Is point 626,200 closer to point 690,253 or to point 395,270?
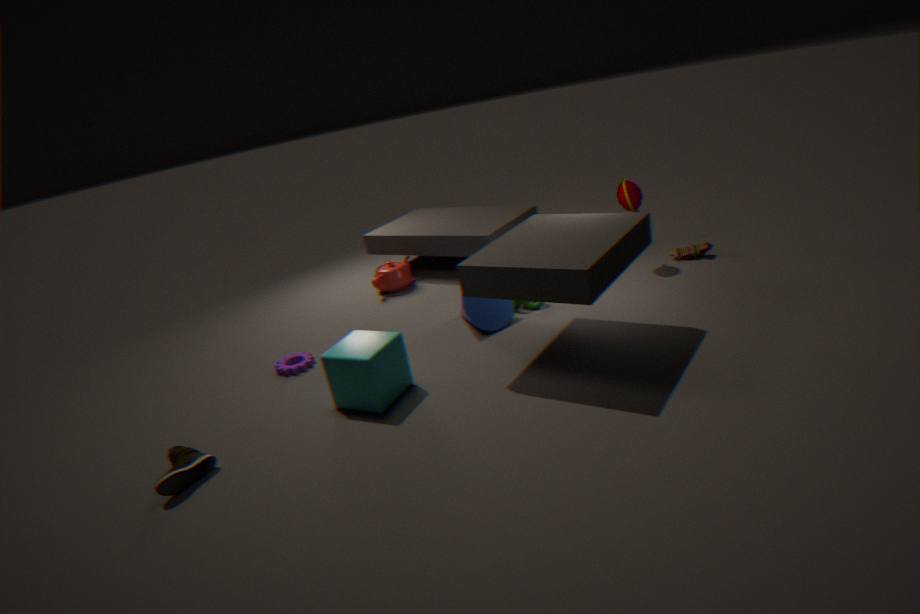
point 690,253
